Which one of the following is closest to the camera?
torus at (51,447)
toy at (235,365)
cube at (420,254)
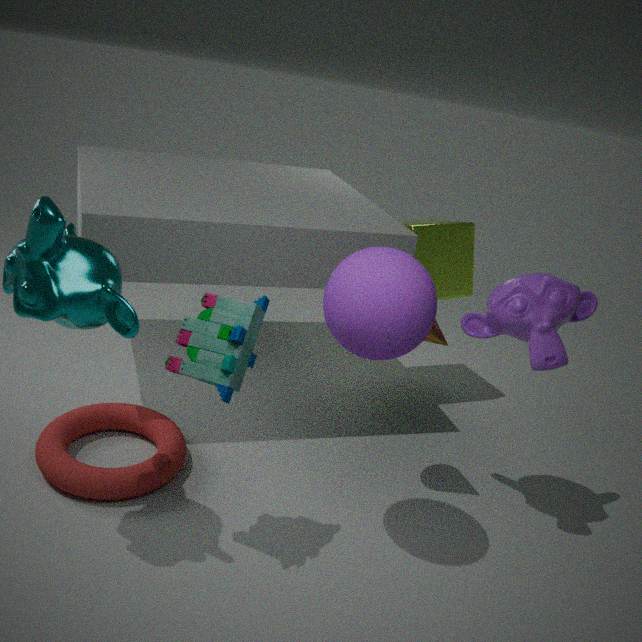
toy at (235,365)
